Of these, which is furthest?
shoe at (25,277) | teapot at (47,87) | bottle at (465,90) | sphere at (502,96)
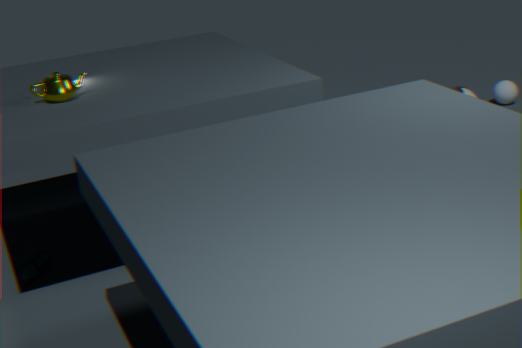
sphere at (502,96)
